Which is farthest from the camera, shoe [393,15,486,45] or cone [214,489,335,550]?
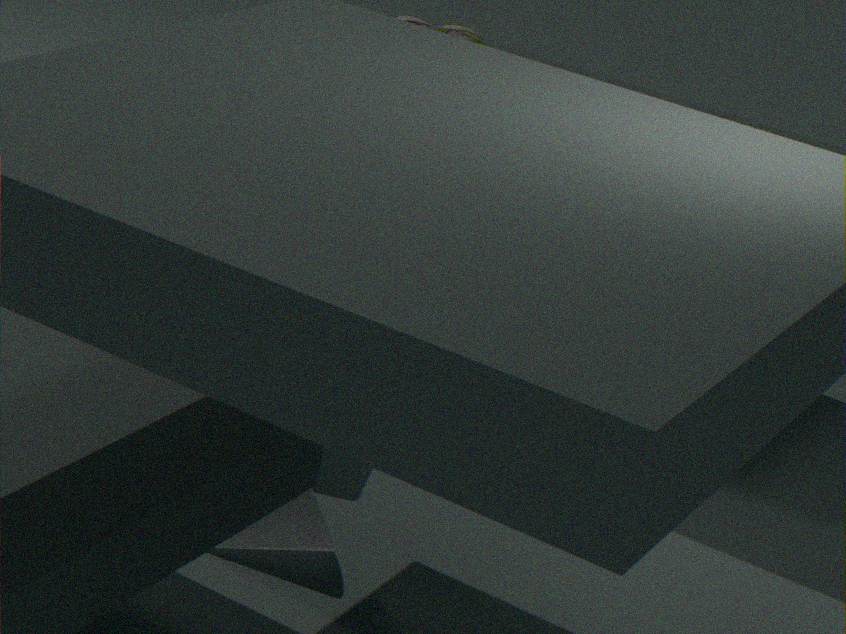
shoe [393,15,486,45]
